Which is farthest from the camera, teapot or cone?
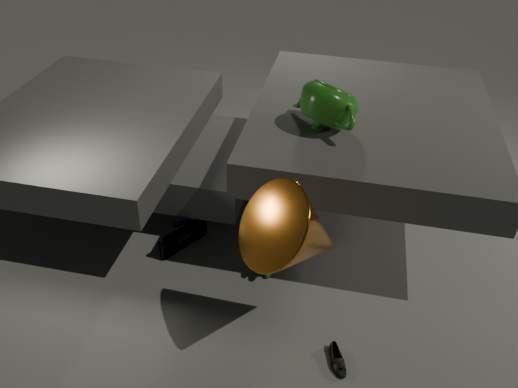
teapot
